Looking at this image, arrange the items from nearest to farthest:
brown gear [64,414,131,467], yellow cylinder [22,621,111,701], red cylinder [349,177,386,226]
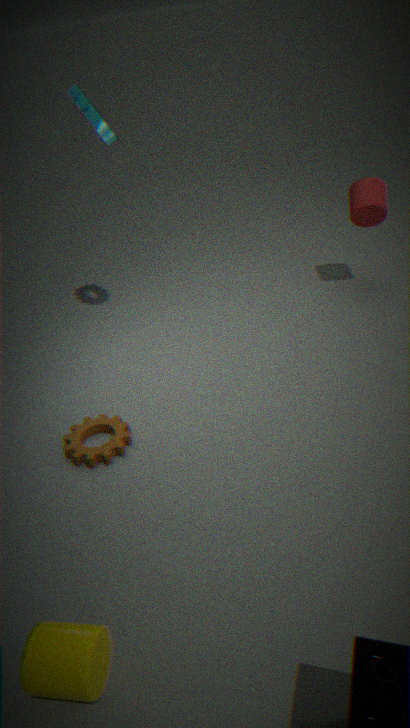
yellow cylinder [22,621,111,701] → brown gear [64,414,131,467] → red cylinder [349,177,386,226]
